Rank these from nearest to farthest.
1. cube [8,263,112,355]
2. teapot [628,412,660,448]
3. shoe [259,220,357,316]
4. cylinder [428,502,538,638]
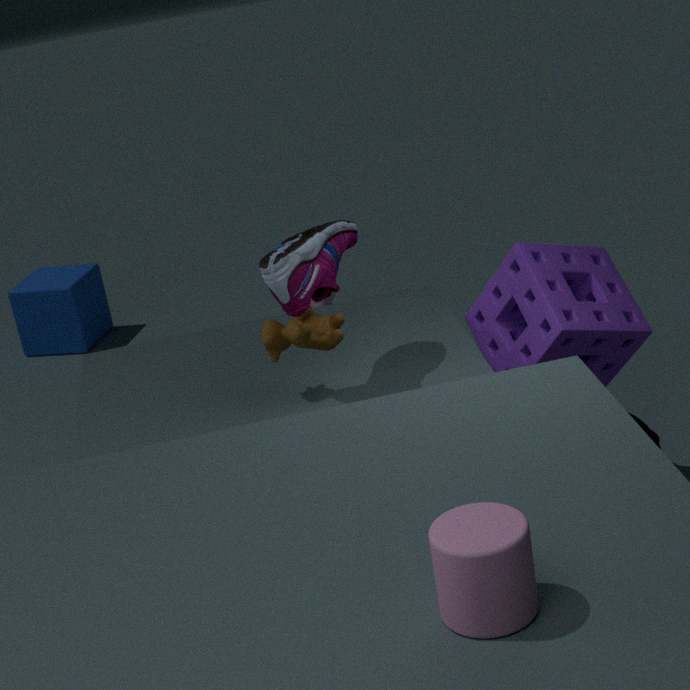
cylinder [428,502,538,638]
shoe [259,220,357,316]
teapot [628,412,660,448]
cube [8,263,112,355]
